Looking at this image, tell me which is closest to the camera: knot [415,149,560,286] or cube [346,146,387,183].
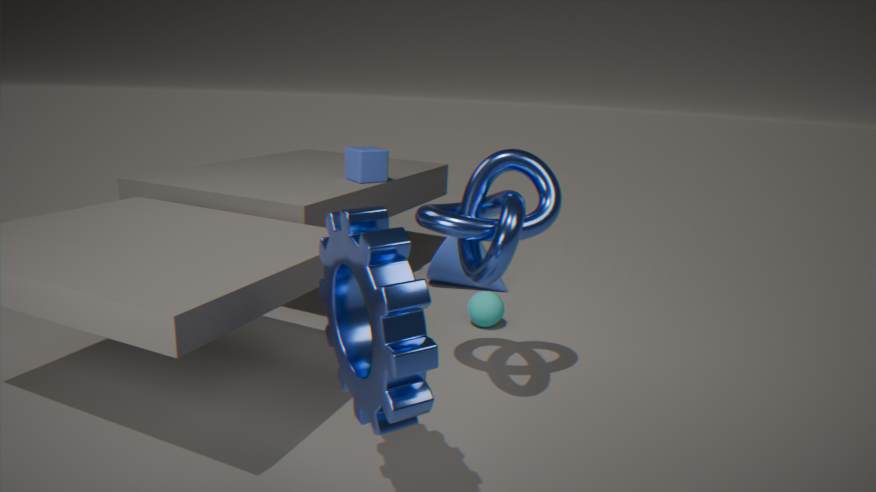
knot [415,149,560,286]
